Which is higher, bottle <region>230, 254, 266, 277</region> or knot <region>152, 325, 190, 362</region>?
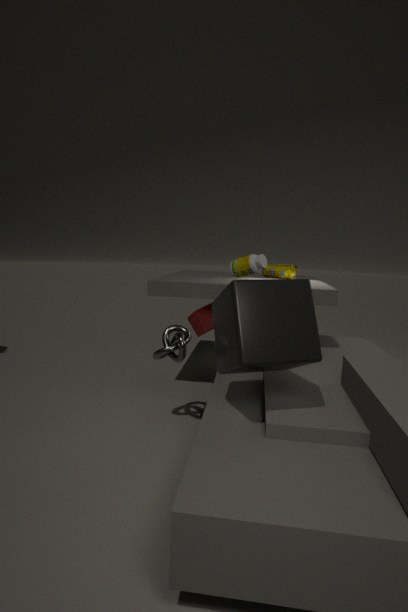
bottle <region>230, 254, 266, 277</region>
